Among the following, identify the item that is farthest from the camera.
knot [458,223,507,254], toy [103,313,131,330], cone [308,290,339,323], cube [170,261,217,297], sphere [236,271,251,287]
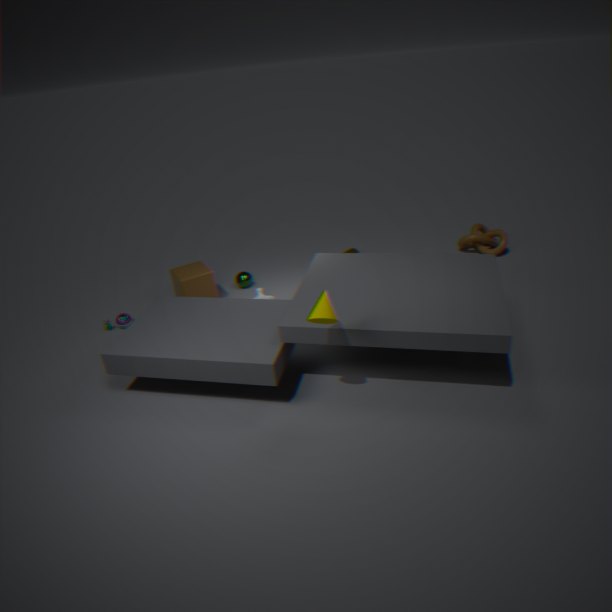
knot [458,223,507,254]
